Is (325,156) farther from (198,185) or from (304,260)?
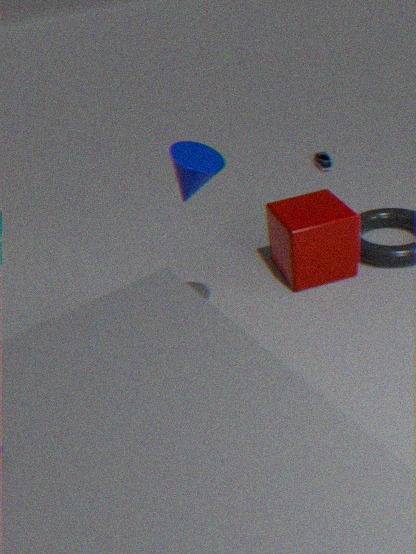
(198,185)
